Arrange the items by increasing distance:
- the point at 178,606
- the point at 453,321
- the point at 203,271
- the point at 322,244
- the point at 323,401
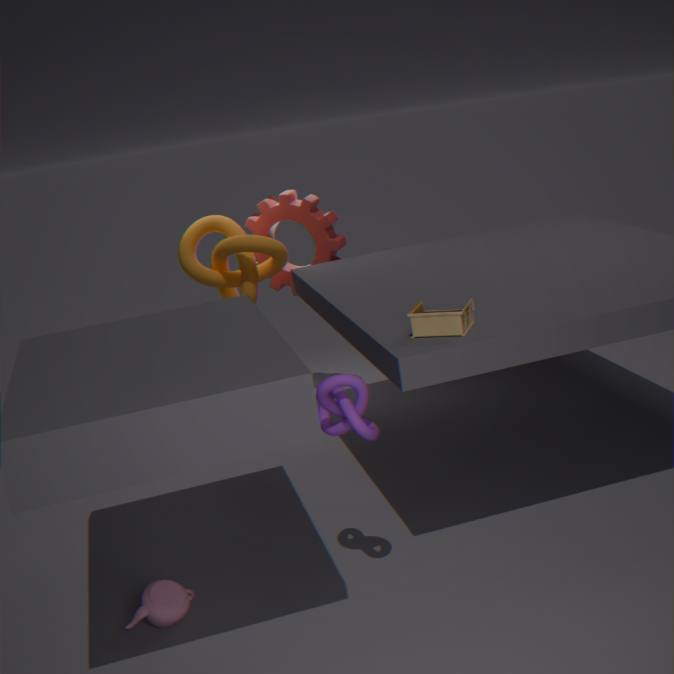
the point at 323,401 → the point at 178,606 → the point at 453,321 → the point at 203,271 → the point at 322,244
